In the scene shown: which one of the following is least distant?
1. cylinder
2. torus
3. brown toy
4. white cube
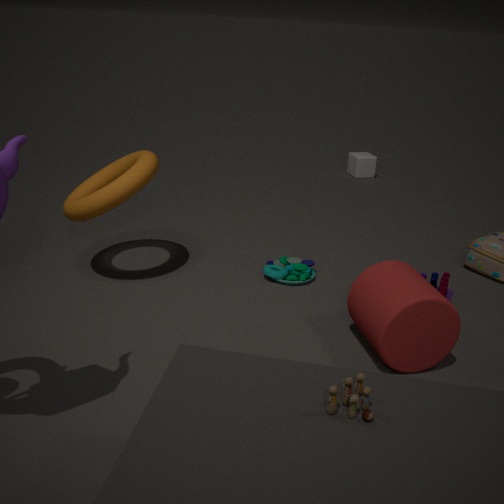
brown toy
